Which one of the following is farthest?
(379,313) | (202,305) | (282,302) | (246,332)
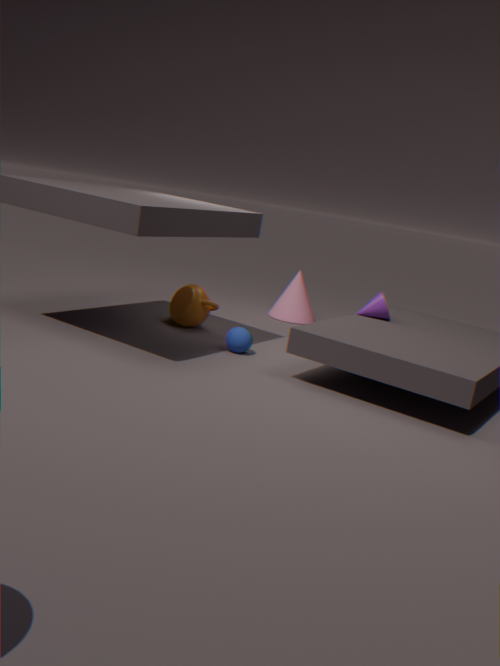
(282,302)
